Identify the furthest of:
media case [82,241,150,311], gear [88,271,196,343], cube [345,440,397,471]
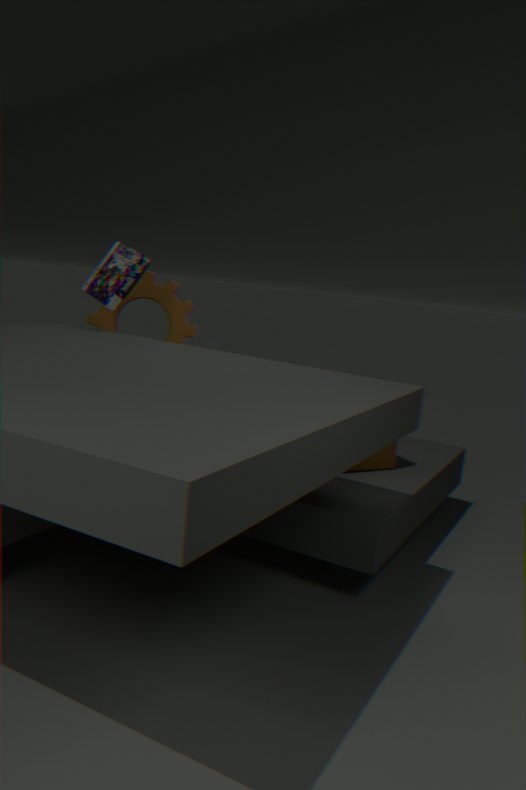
gear [88,271,196,343]
